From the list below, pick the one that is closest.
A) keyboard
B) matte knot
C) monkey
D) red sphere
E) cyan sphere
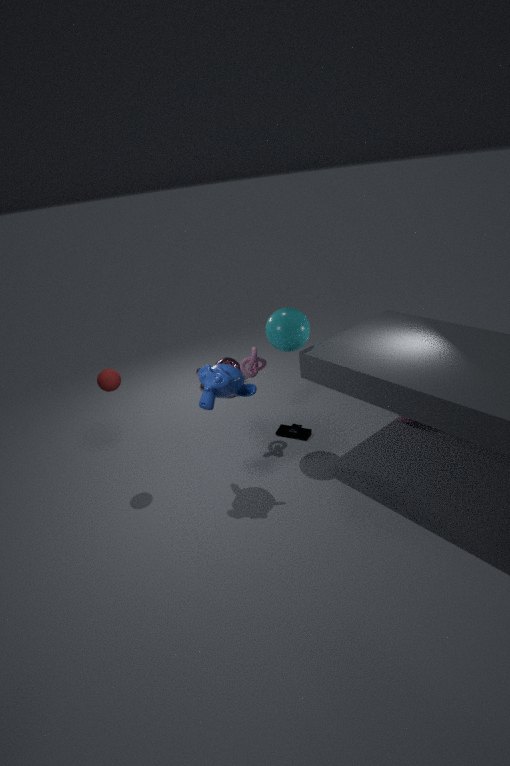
monkey
